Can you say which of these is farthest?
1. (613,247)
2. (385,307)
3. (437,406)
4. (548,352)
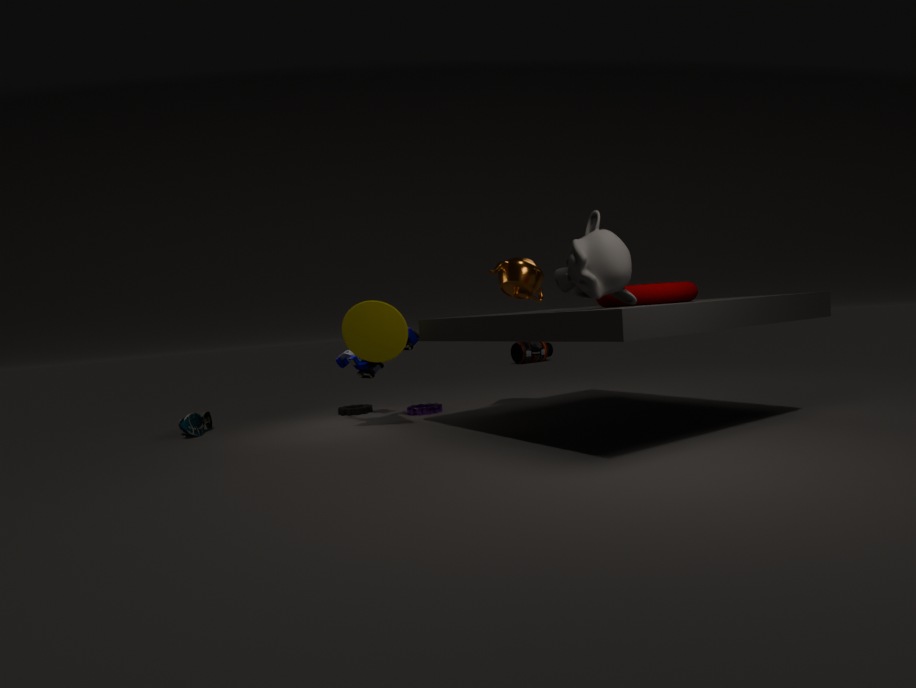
(548,352)
